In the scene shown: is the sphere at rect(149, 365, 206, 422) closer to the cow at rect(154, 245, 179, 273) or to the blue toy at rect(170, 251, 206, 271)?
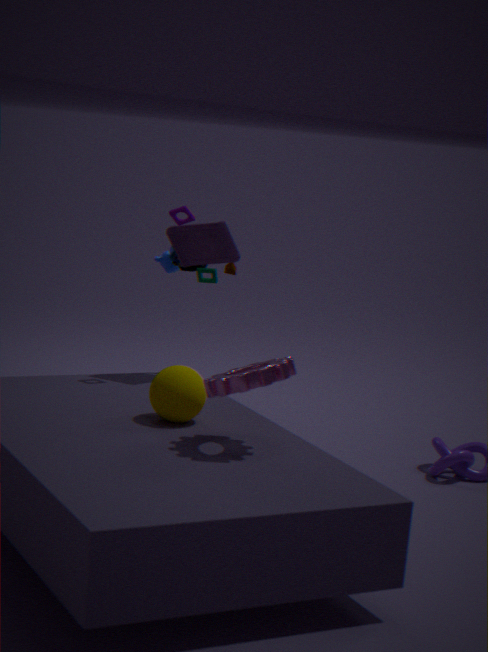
the blue toy at rect(170, 251, 206, 271)
